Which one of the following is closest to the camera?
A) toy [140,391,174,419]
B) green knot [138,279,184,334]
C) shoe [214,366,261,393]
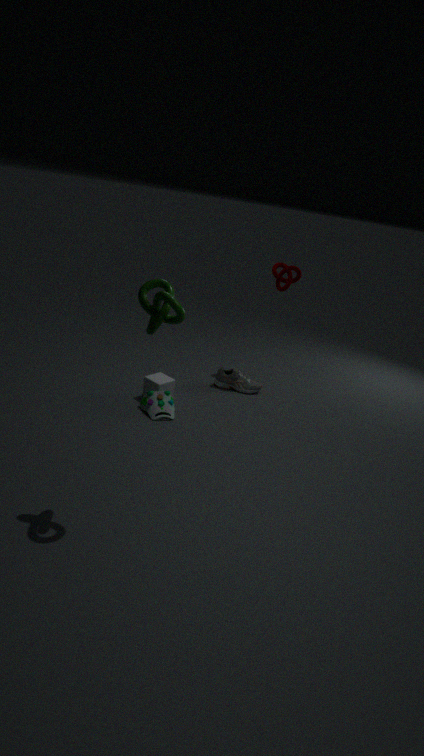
green knot [138,279,184,334]
